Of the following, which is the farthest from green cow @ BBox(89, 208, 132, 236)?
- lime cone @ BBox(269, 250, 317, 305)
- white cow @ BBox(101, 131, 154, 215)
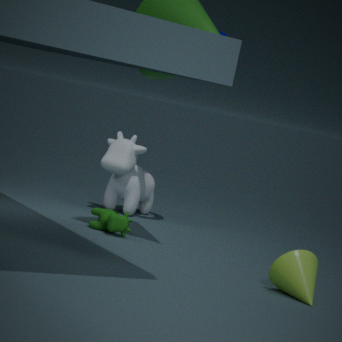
lime cone @ BBox(269, 250, 317, 305)
